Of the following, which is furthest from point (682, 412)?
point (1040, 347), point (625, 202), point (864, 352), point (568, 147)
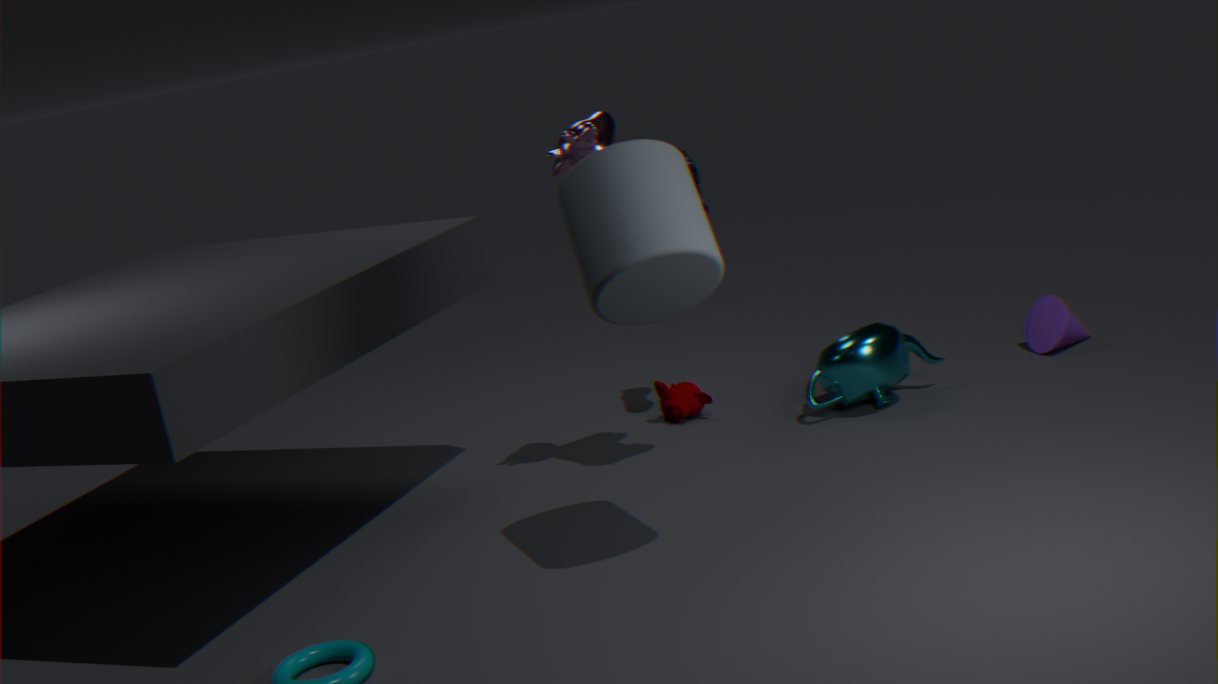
point (625, 202)
